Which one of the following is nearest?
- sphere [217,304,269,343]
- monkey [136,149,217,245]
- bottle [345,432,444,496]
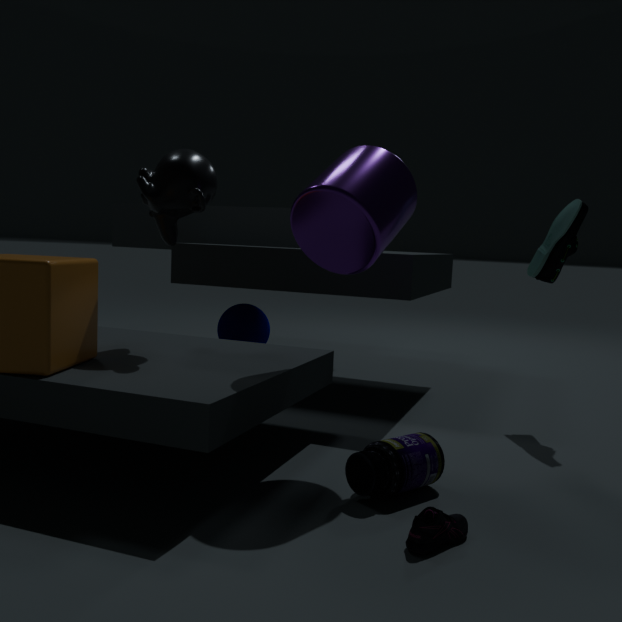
bottle [345,432,444,496]
